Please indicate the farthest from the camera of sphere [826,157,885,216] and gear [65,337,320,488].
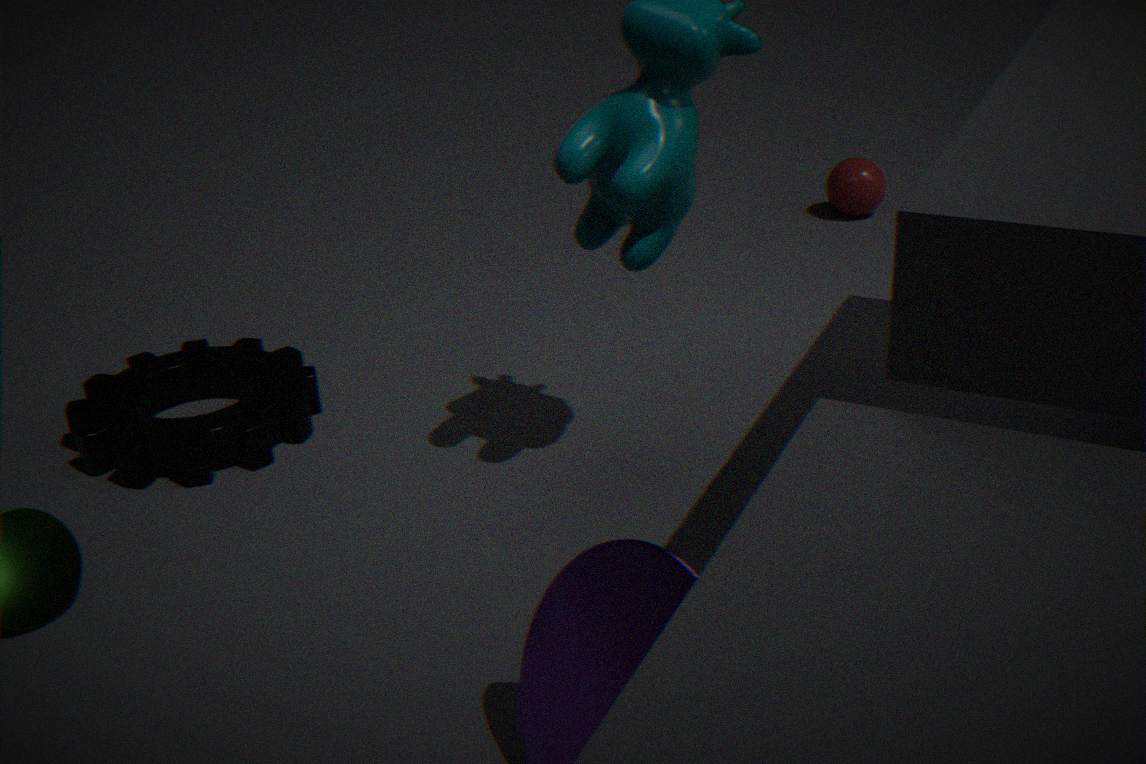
sphere [826,157,885,216]
